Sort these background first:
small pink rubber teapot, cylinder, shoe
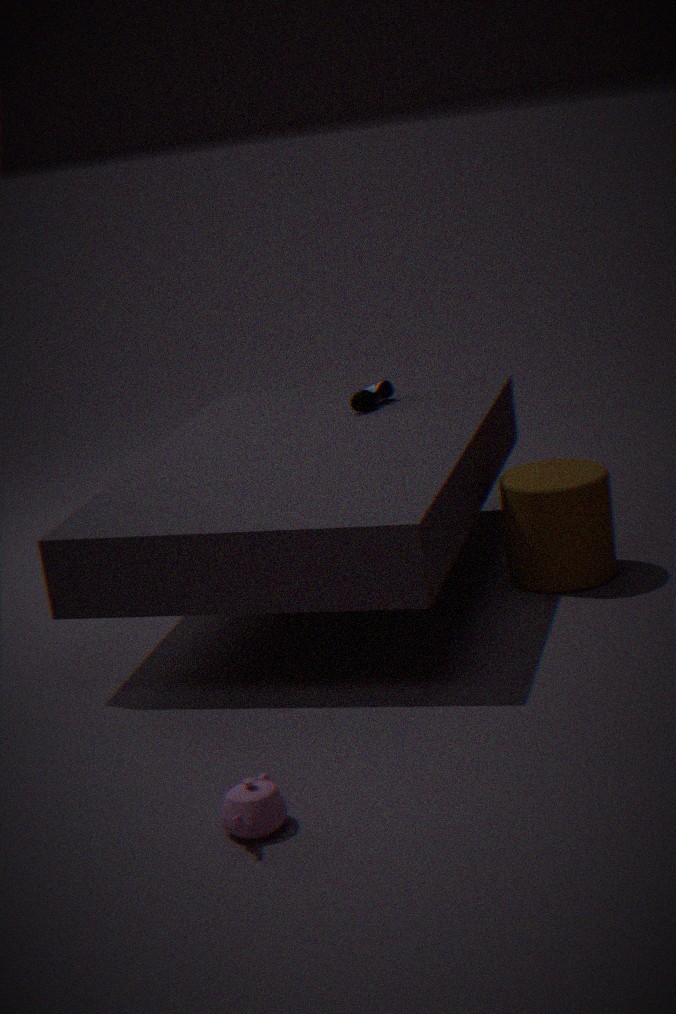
shoe, cylinder, small pink rubber teapot
